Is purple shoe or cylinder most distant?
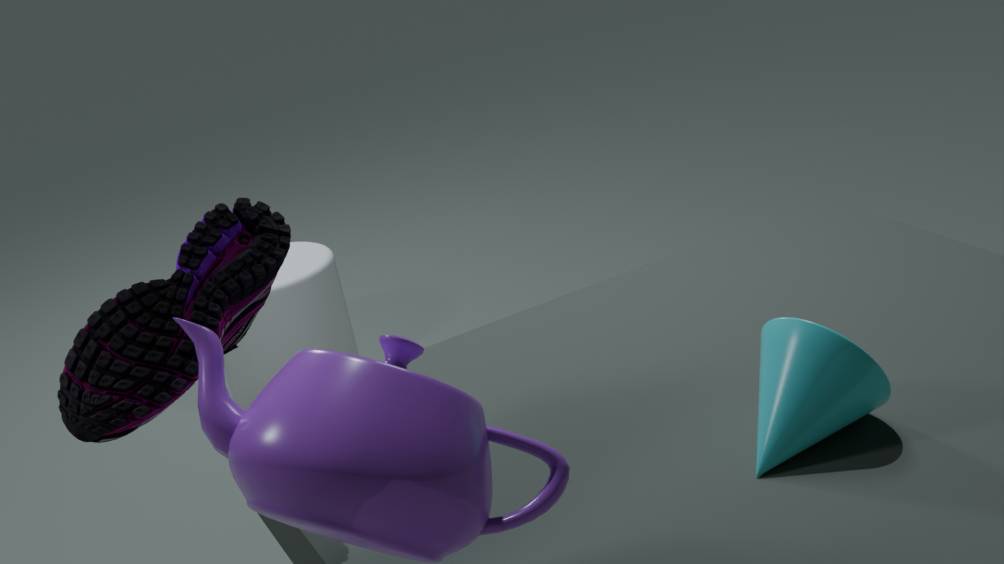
cylinder
